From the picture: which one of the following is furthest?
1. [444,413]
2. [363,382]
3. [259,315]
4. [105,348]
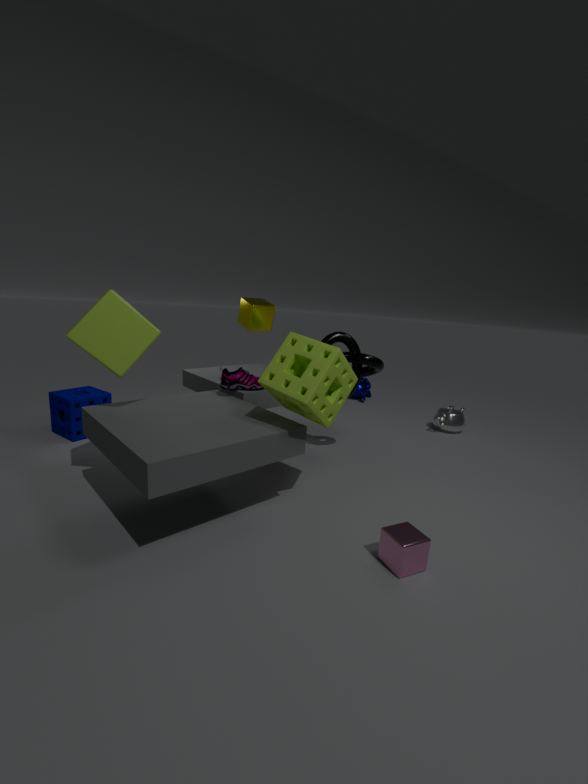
[363,382]
